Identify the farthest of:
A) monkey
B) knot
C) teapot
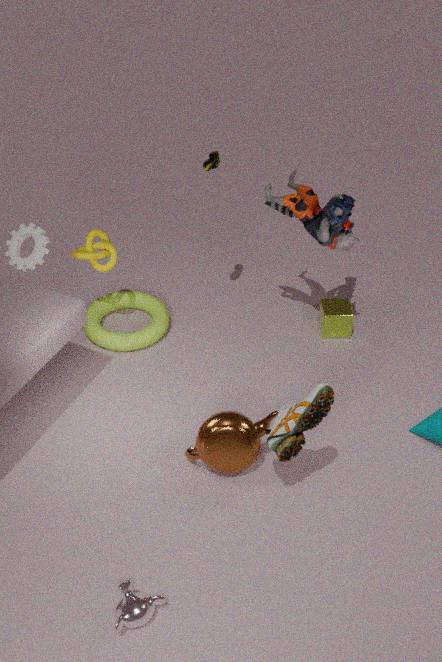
knot
